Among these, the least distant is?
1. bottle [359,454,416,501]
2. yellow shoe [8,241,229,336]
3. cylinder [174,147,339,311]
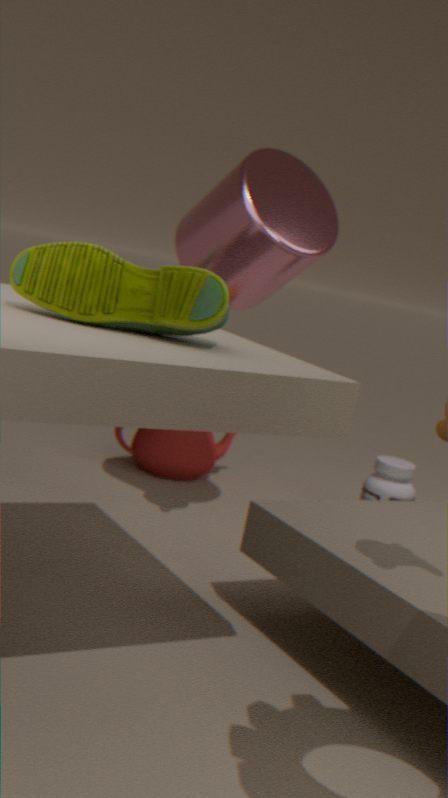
yellow shoe [8,241,229,336]
